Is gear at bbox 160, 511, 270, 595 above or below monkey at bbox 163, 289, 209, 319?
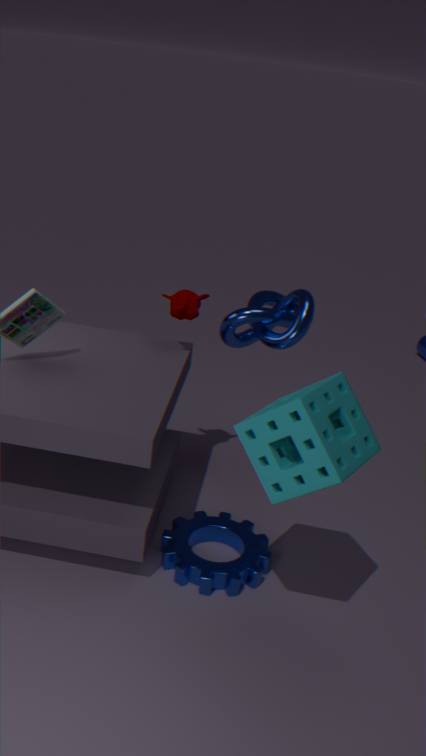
below
